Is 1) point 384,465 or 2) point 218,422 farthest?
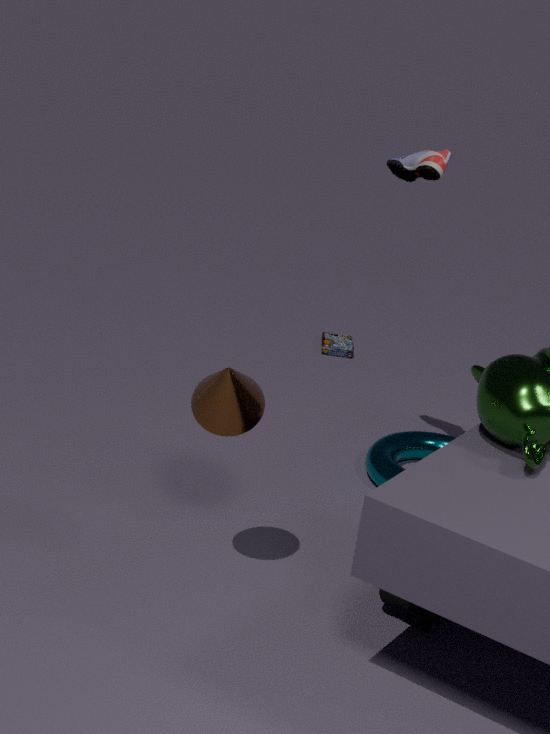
1. point 384,465
